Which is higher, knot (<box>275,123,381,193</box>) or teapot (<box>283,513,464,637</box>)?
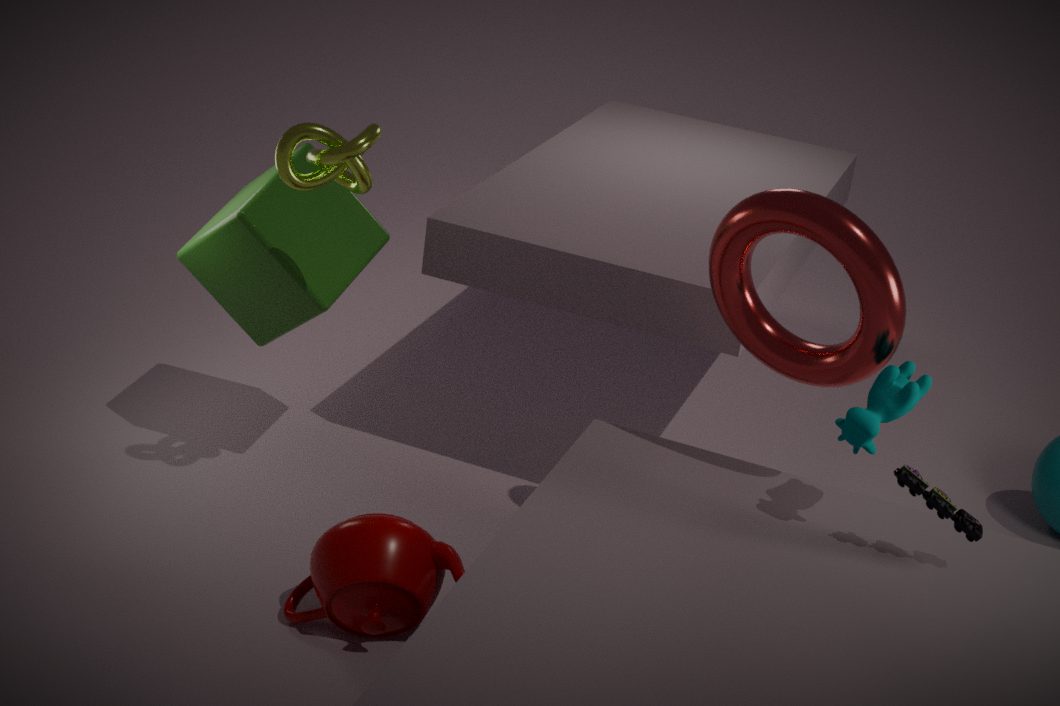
knot (<box>275,123,381,193</box>)
